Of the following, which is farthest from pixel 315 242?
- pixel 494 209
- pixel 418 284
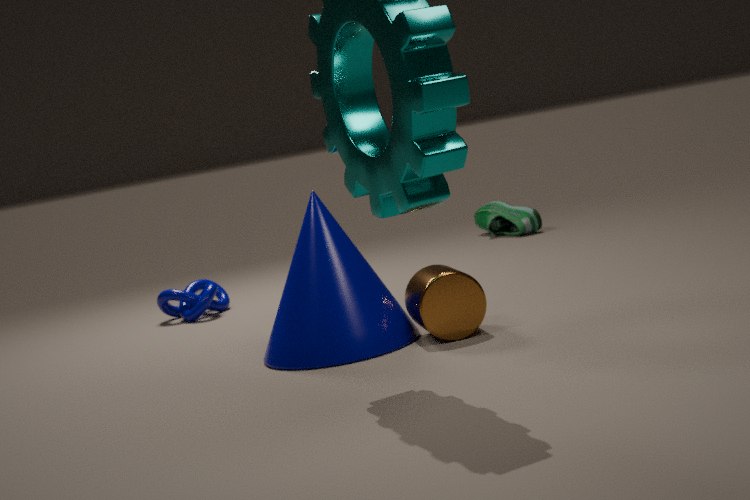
pixel 494 209
